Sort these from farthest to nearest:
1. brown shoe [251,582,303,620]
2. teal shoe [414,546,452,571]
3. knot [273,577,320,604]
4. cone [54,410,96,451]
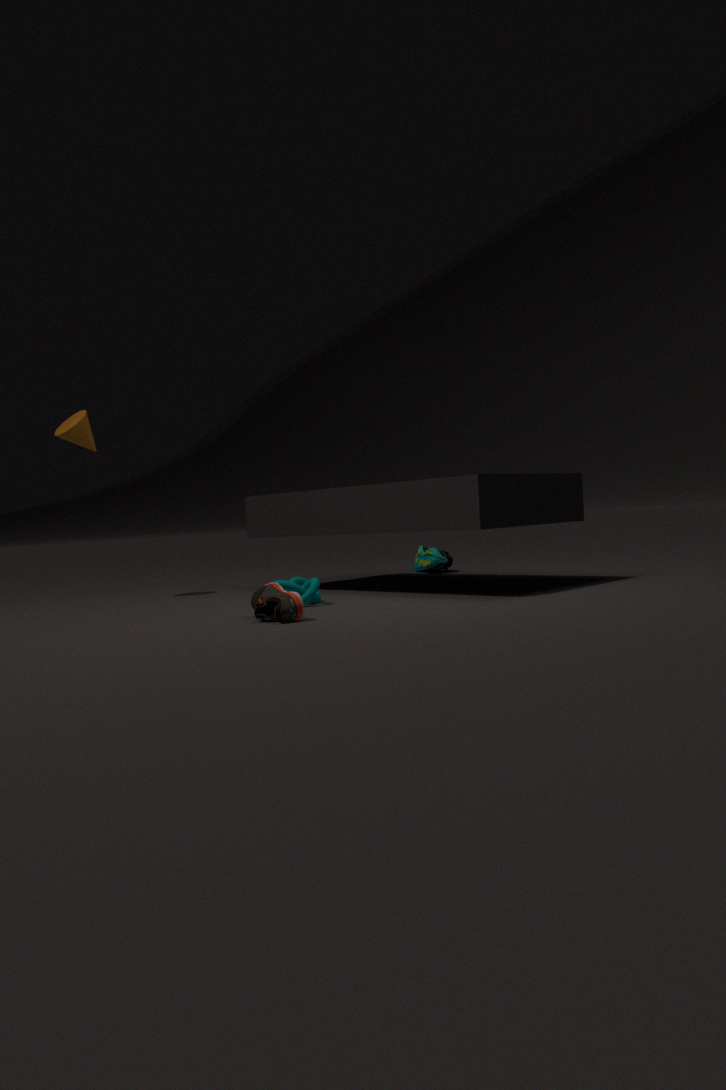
Result: teal shoe [414,546,452,571], cone [54,410,96,451], knot [273,577,320,604], brown shoe [251,582,303,620]
